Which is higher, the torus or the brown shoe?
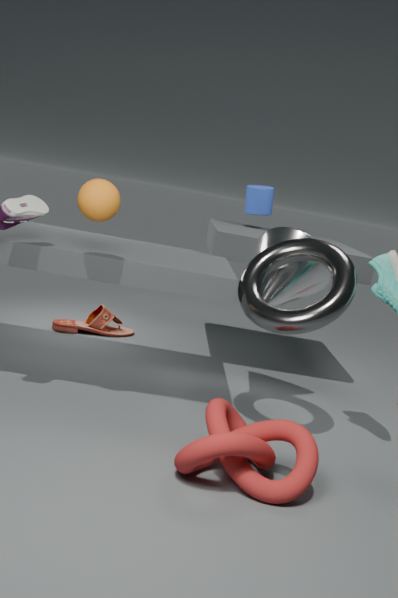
the torus
